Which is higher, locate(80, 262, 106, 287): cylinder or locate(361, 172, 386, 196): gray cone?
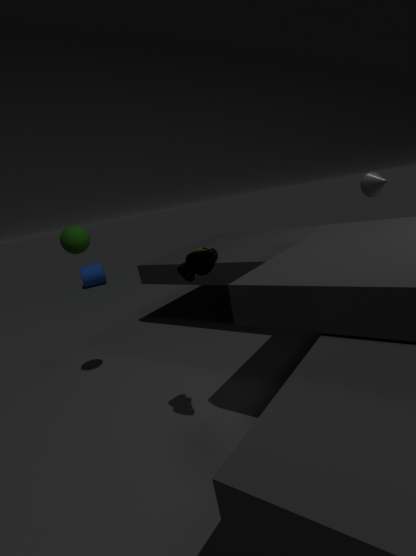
locate(361, 172, 386, 196): gray cone
